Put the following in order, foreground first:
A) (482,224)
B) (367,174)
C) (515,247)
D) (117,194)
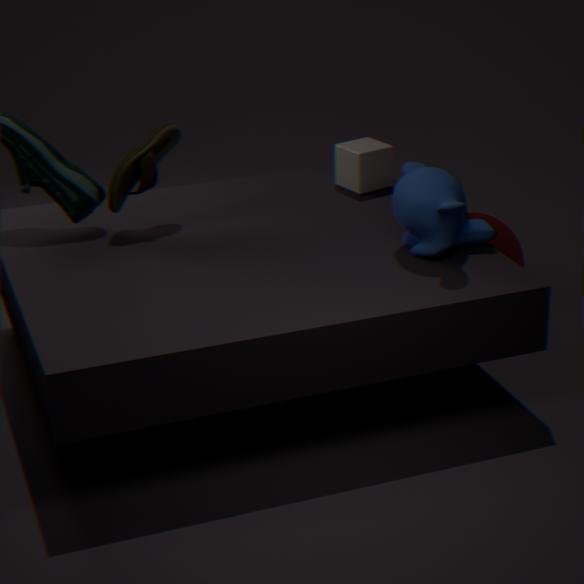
A. (482,224) < D. (117,194) < B. (367,174) < C. (515,247)
